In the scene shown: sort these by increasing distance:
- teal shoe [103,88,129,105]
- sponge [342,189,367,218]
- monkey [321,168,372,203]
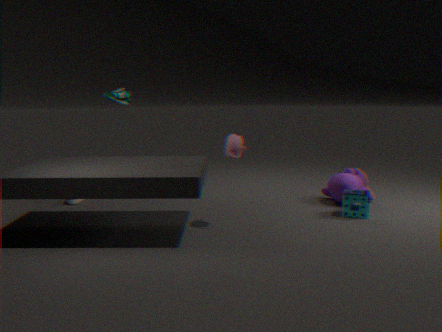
sponge [342,189,367,218] < monkey [321,168,372,203] < teal shoe [103,88,129,105]
